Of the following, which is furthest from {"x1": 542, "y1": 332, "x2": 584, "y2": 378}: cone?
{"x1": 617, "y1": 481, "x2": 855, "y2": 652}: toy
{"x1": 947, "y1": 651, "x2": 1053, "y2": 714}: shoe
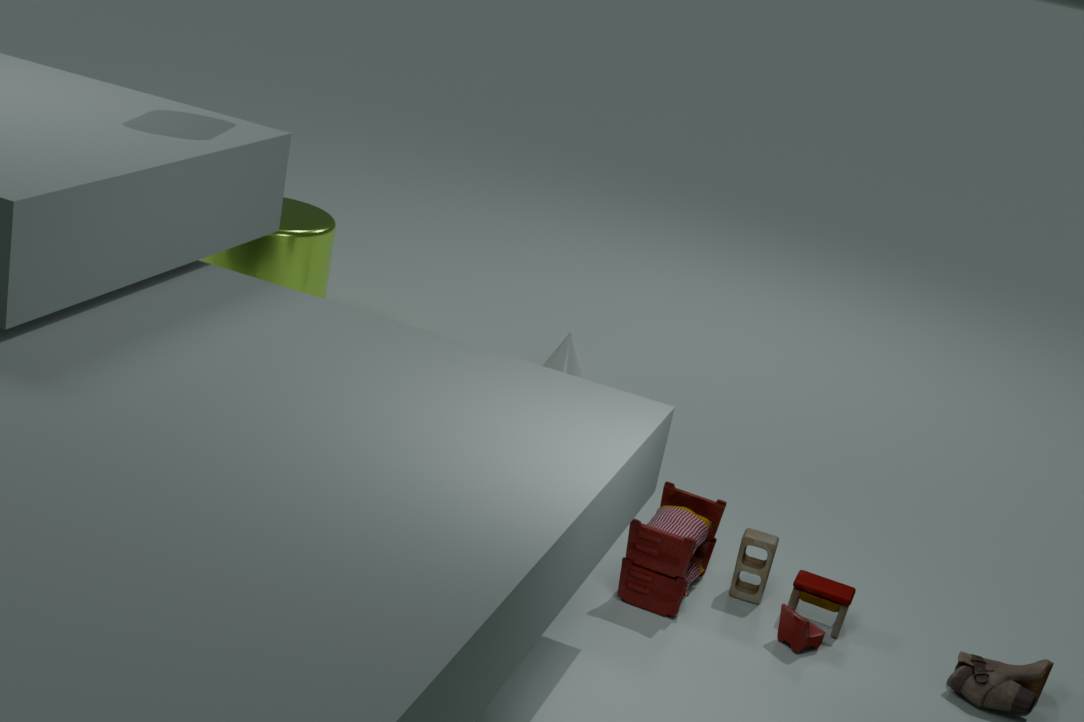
{"x1": 947, "y1": 651, "x2": 1053, "y2": 714}: shoe
